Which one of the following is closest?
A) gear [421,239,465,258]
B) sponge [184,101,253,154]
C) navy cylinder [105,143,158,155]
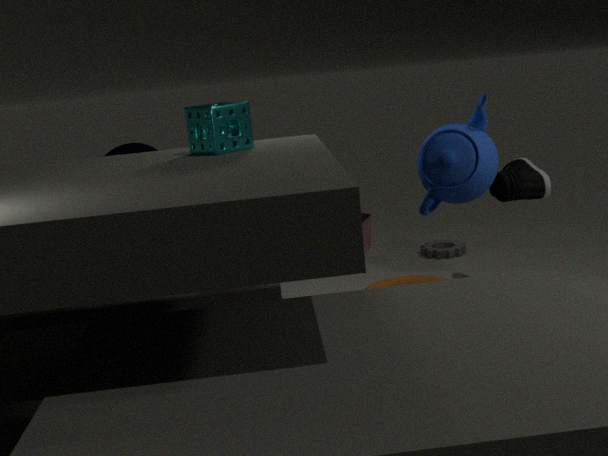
sponge [184,101,253,154]
